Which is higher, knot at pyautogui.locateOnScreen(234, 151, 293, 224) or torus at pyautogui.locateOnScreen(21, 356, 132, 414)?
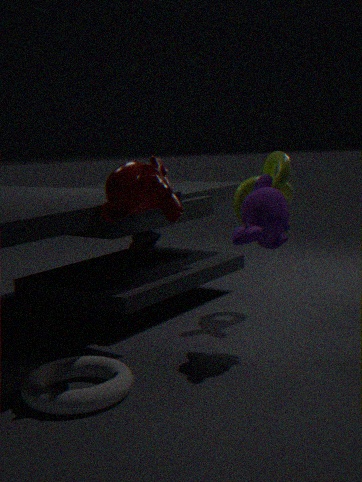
knot at pyautogui.locateOnScreen(234, 151, 293, 224)
